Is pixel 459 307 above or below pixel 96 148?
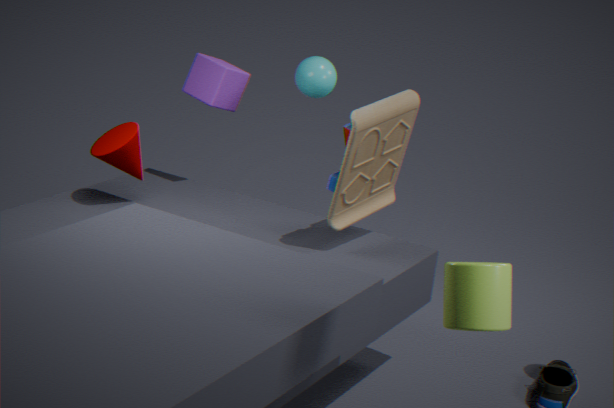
above
